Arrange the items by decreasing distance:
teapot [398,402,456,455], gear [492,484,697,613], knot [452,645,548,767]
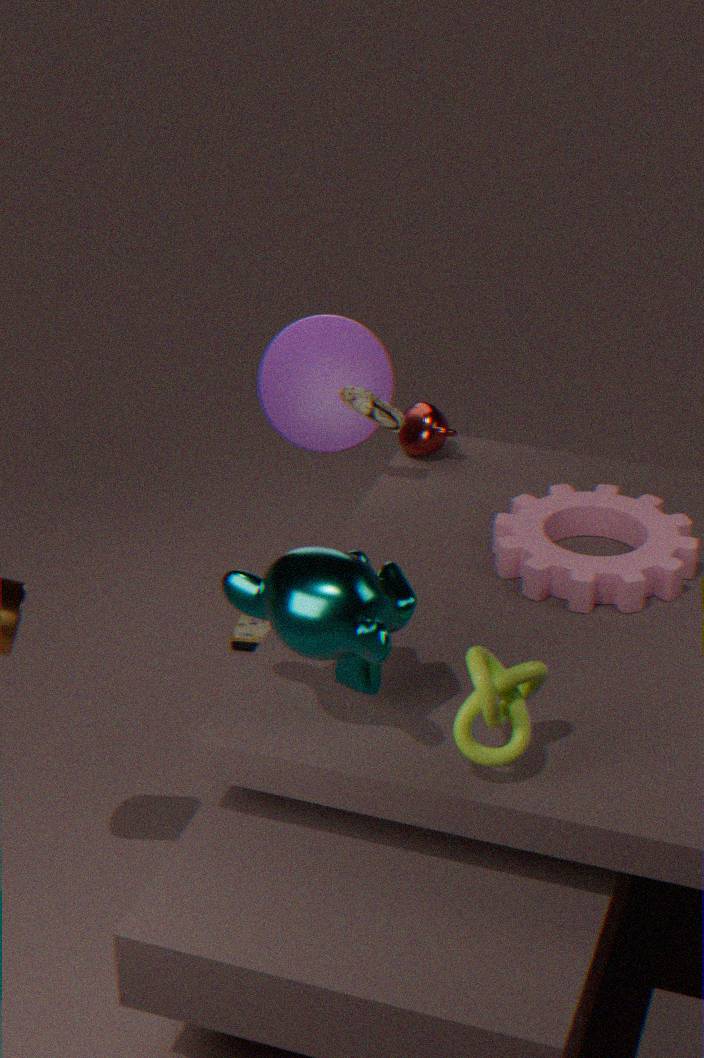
teapot [398,402,456,455] < gear [492,484,697,613] < knot [452,645,548,767]
